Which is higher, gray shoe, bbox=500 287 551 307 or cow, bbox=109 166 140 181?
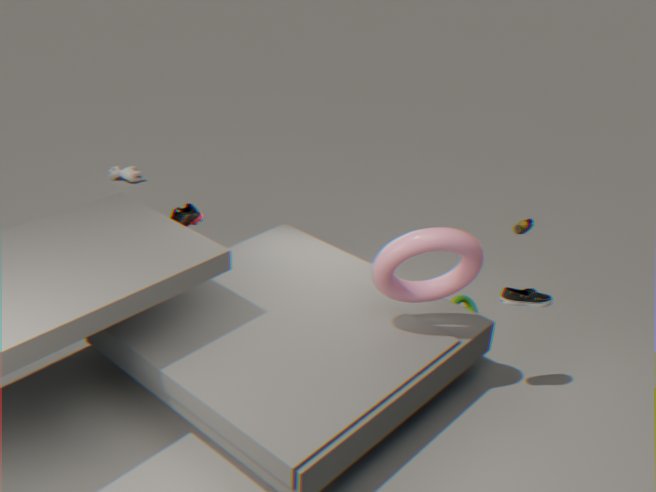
gray shoe, bbox=500 287 551 307
